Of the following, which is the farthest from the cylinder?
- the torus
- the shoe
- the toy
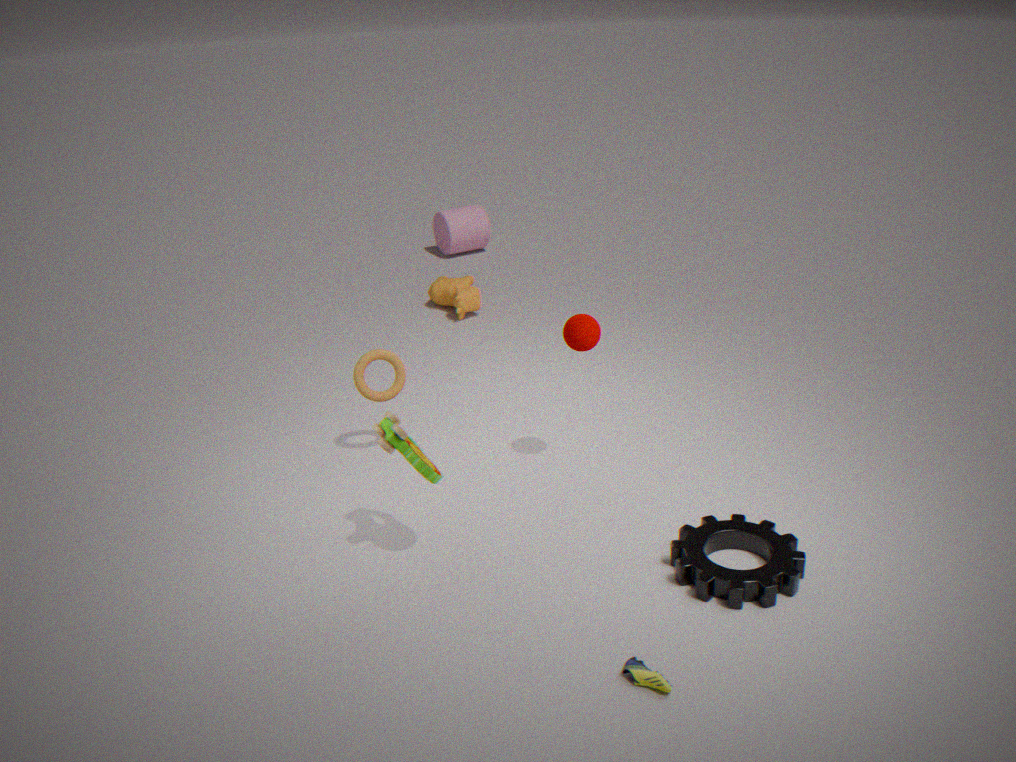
the shoe
